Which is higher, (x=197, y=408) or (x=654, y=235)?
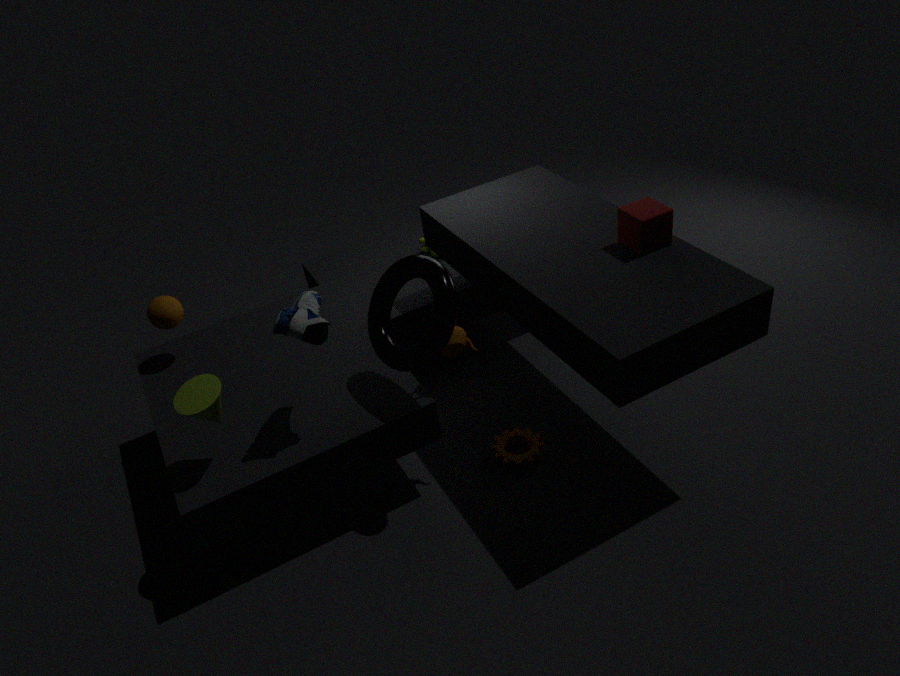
(x=654, y=235)
